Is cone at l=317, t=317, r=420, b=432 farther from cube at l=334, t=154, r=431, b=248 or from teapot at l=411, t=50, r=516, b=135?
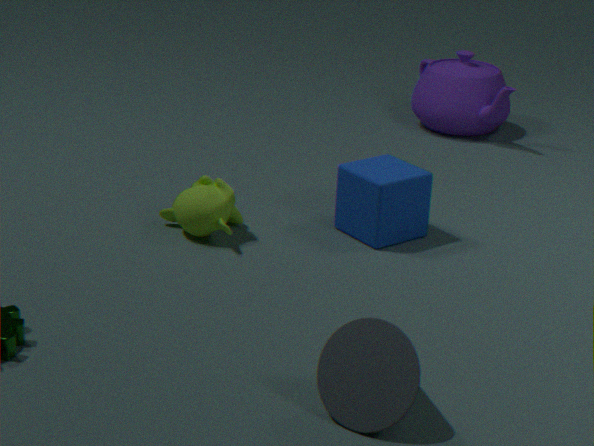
teapot at l=411, t=50, r=516, b=135
